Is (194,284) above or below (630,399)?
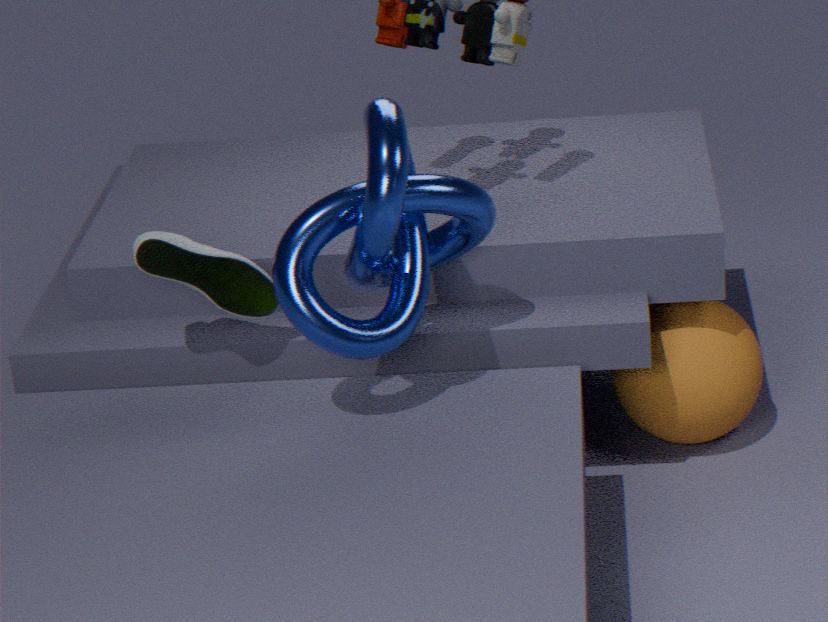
above
